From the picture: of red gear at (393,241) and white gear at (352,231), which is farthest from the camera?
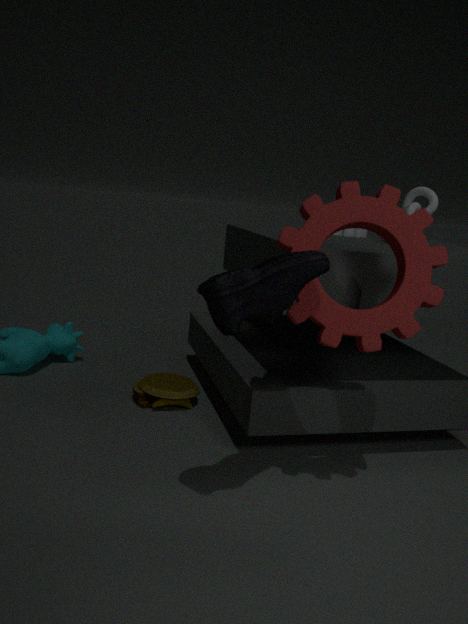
white gear at (352,231)
